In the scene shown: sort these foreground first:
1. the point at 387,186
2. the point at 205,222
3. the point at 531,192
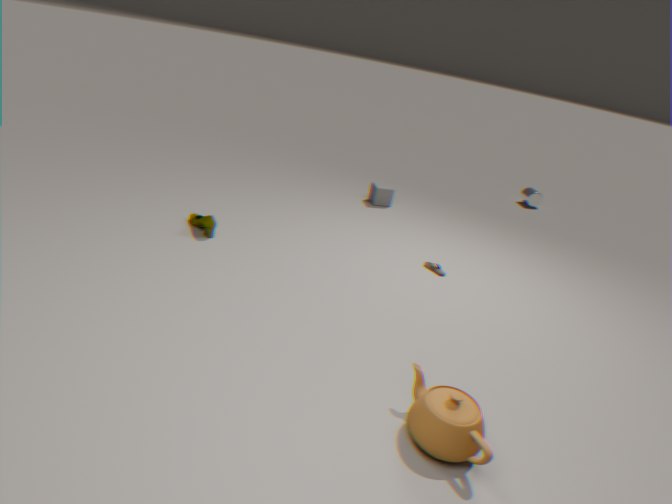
1. the point at 205,222
2. the point at 387,186
3. the point at 531,192
